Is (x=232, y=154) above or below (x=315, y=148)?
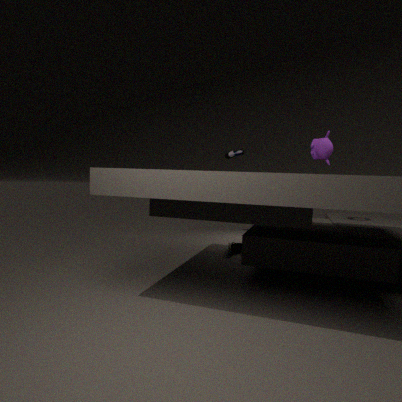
above
